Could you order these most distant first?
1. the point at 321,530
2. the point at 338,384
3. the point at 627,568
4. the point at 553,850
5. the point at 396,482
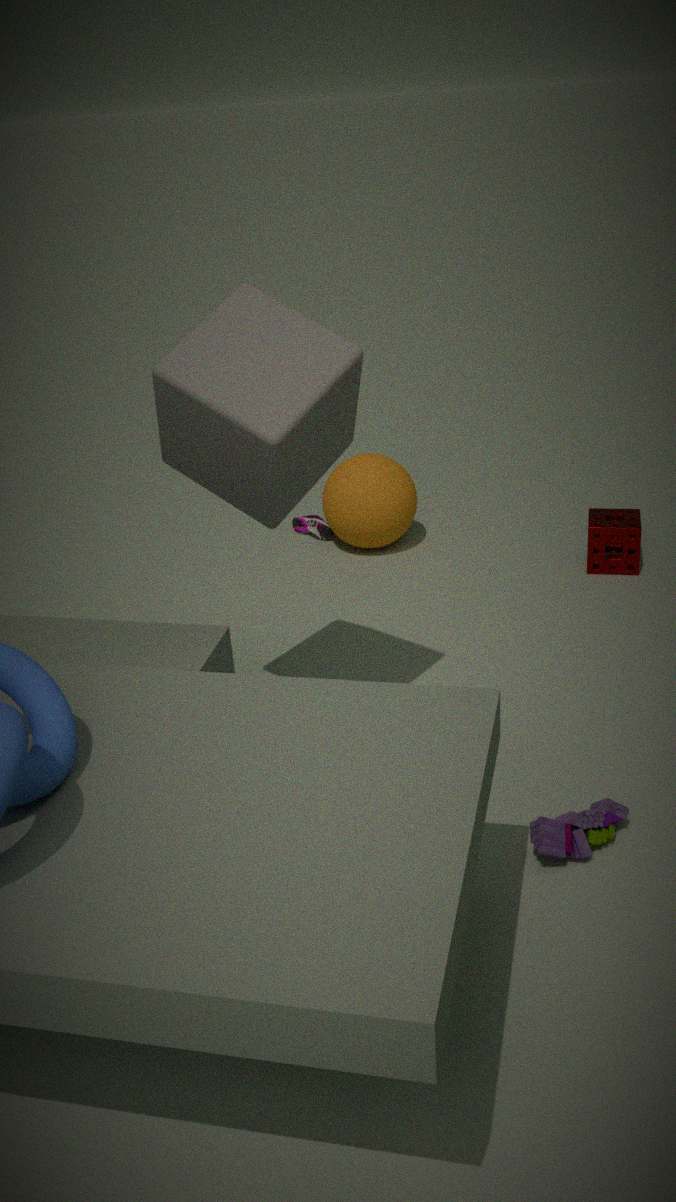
the point at 321,530, the point at 396,482, the point at 627,568, the point at 338,384, the point at 553,850
